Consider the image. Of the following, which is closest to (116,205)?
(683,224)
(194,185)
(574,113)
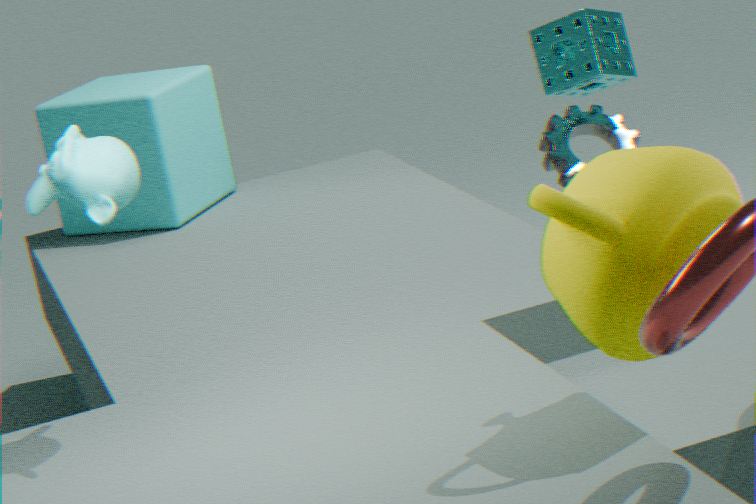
(683,224)
